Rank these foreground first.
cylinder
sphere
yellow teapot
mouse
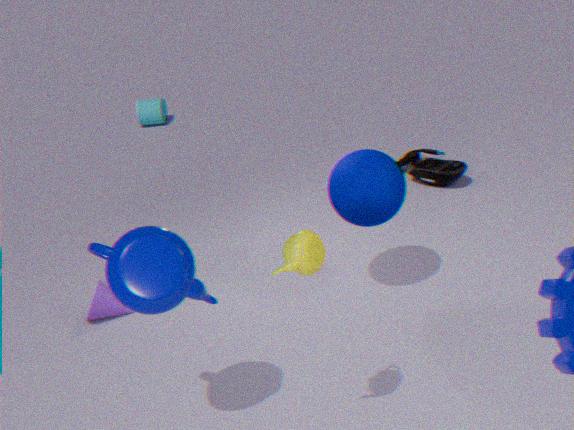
yellow teapot → sphere → mouse → cylinder
